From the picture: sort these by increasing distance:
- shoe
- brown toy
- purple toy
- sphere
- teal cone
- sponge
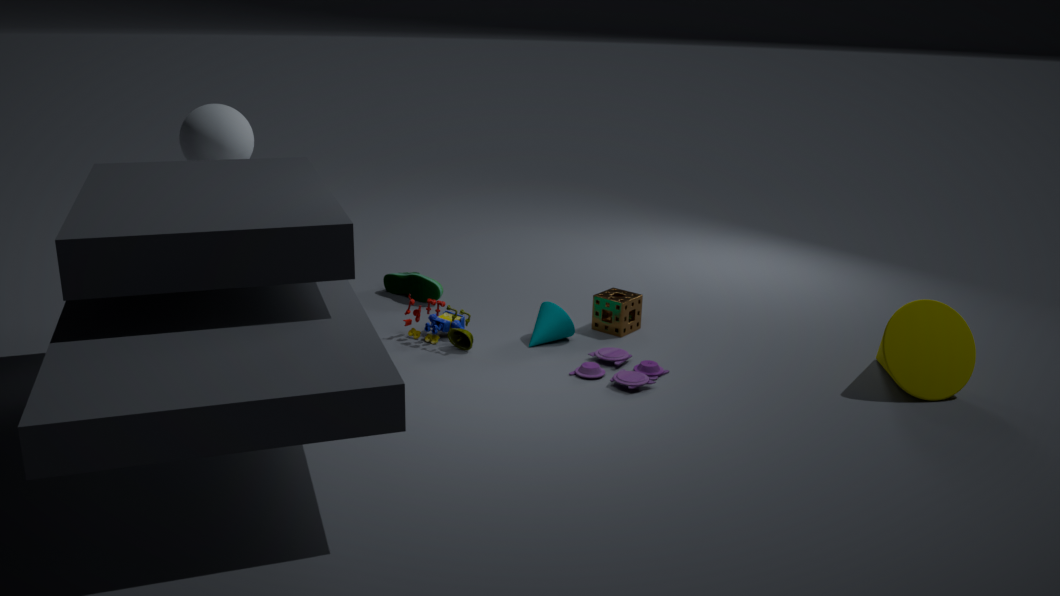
purple toy → brown toy → teal cone → sphere → sponge → shoe
